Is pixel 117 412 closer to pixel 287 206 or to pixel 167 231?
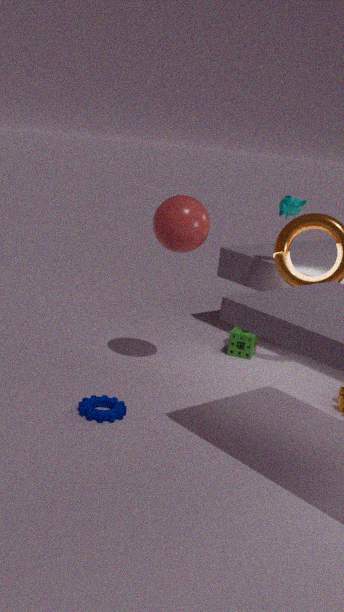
pixel 167 231
